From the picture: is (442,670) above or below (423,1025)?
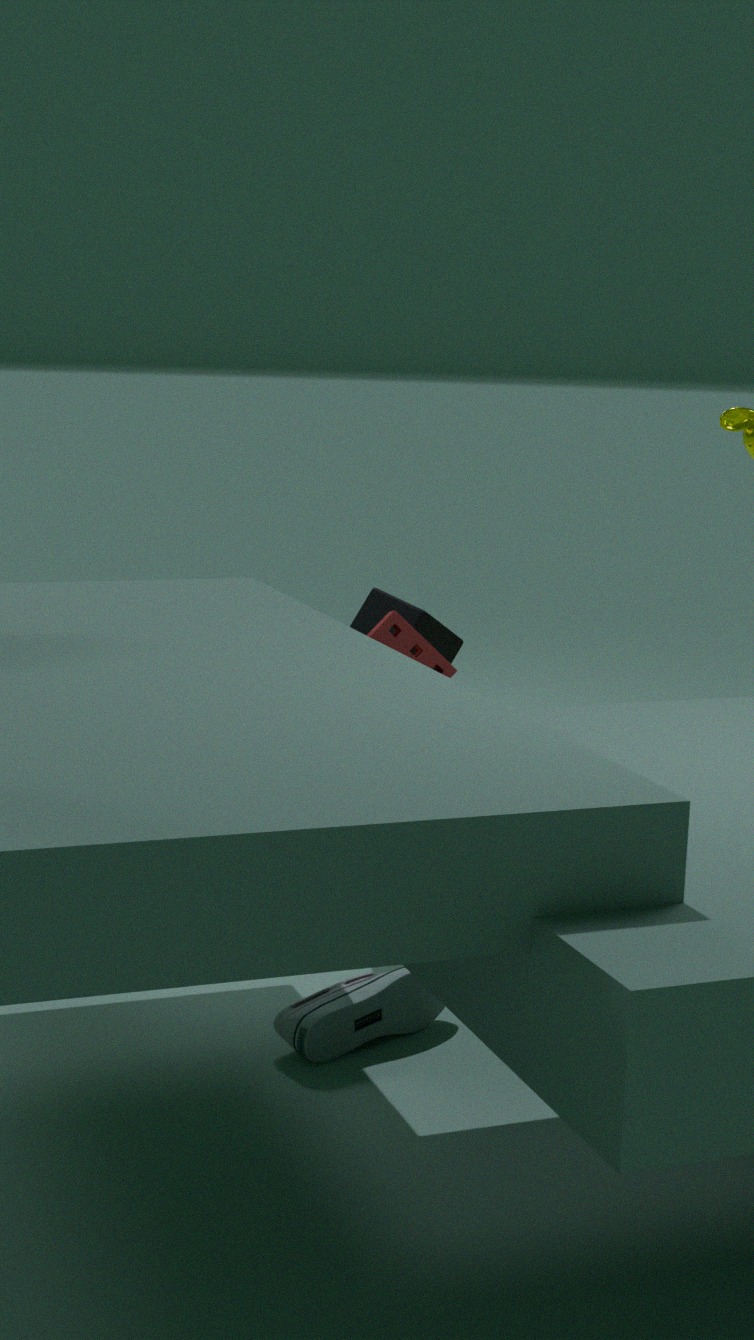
above
